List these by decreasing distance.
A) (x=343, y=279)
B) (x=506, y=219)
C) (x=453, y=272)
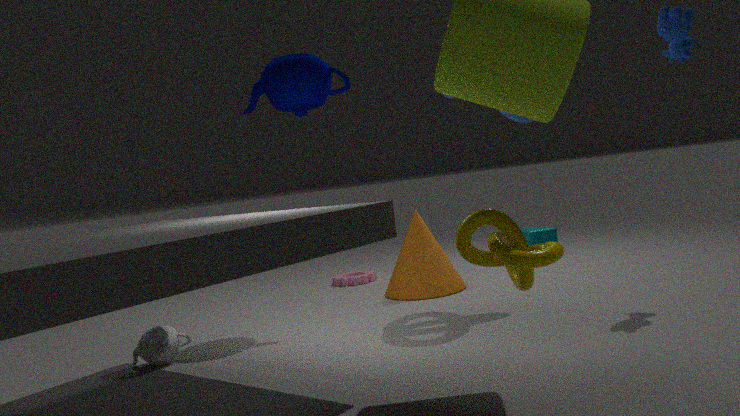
(x=343, y=279)
(x=453, y=272)
(x=506, y=219)
